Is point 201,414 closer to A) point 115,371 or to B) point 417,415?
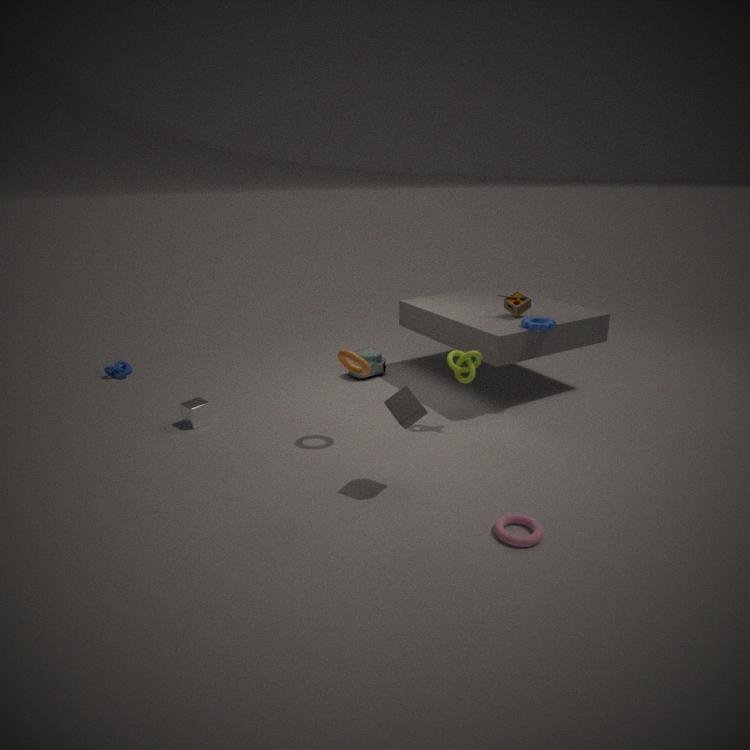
A) point 115,371
